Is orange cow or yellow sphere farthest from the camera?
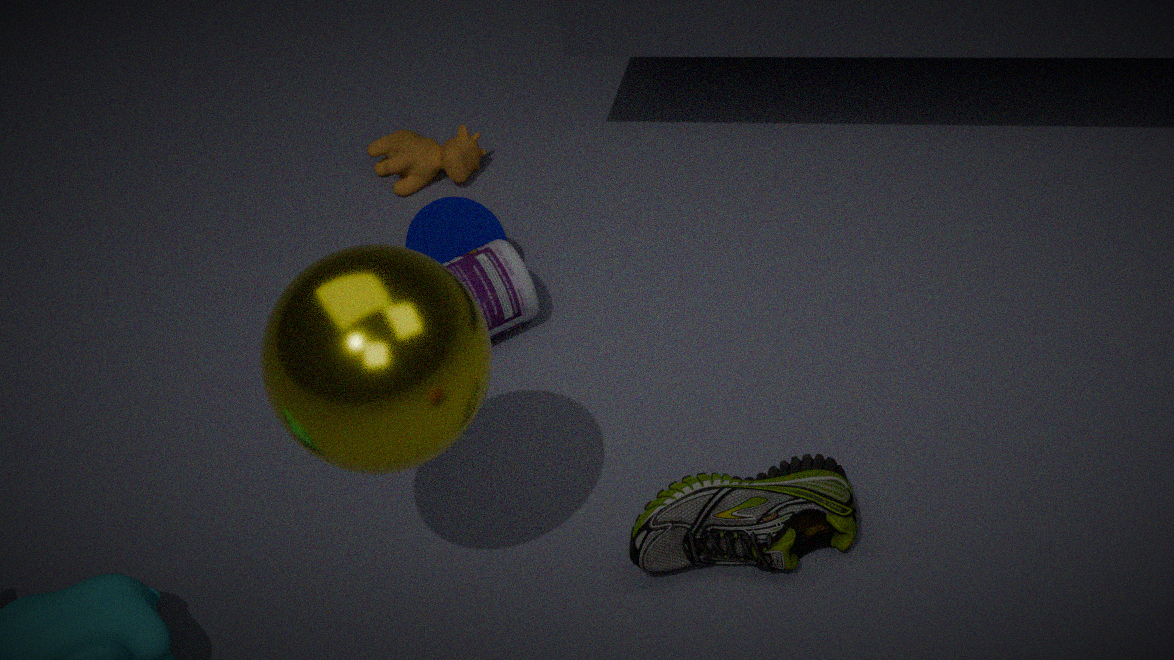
orange cow
